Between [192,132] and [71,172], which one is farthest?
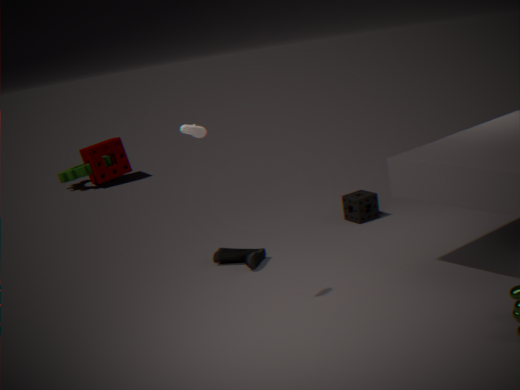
[71,172]
